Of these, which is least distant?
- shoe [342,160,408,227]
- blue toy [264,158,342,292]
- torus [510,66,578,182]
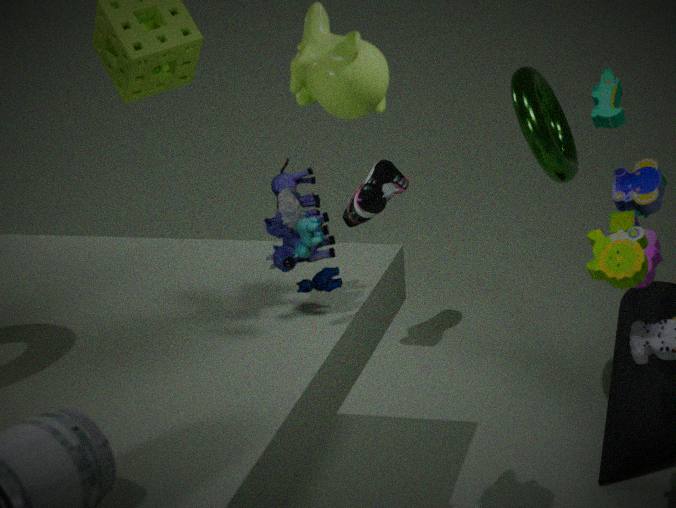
blue toy [264,158,342,292]
